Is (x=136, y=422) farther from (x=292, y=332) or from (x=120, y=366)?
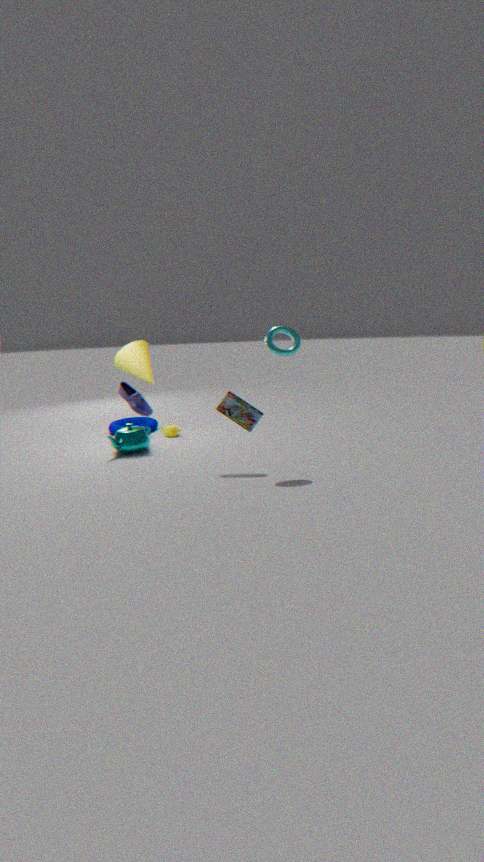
(x=292, y=332)
